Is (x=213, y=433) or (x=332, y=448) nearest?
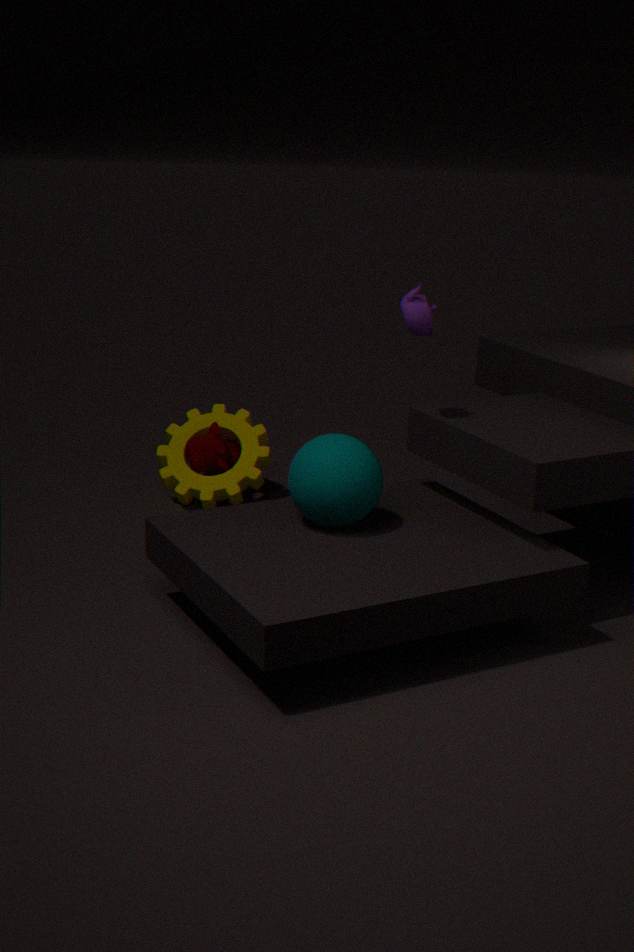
(x=332, y=448)
